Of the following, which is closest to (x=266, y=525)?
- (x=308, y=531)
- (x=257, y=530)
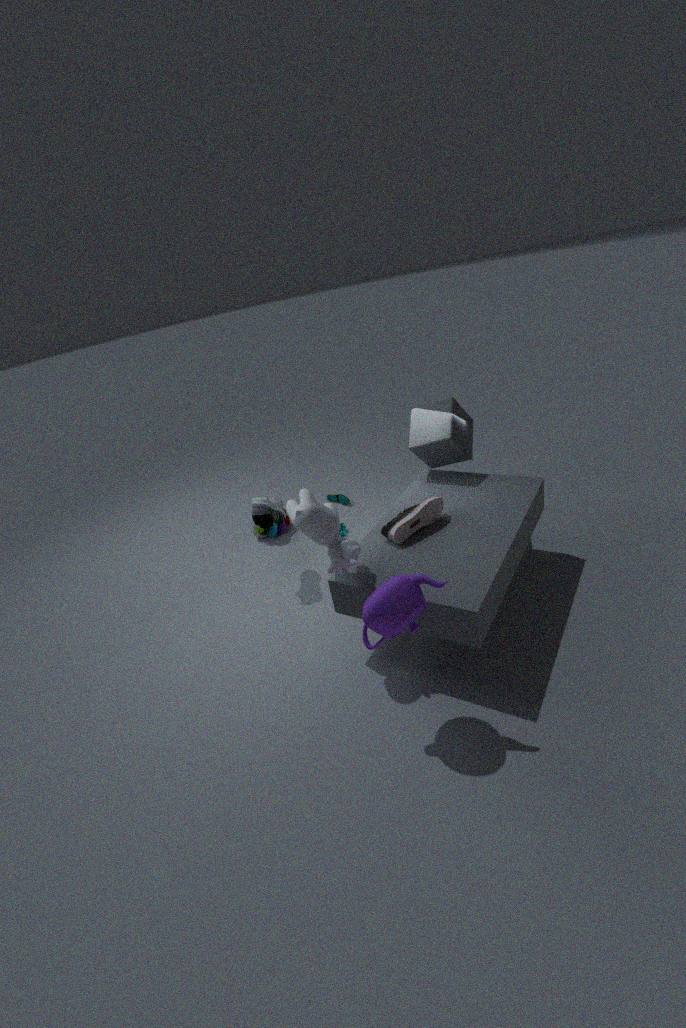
(x=257, y=530)
